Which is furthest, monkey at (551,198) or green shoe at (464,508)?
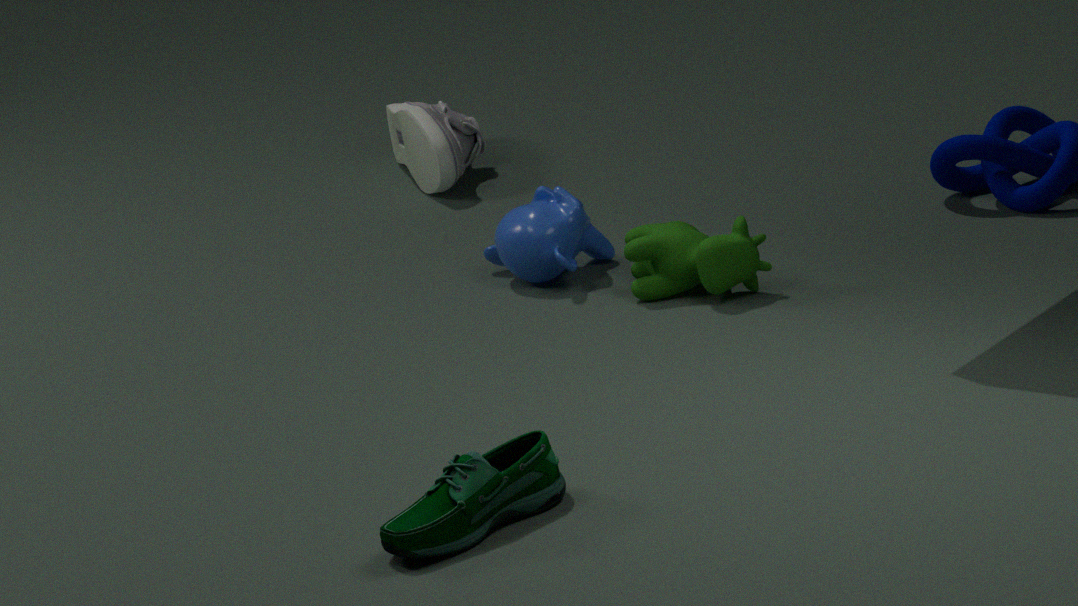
monkey at (551,198)
